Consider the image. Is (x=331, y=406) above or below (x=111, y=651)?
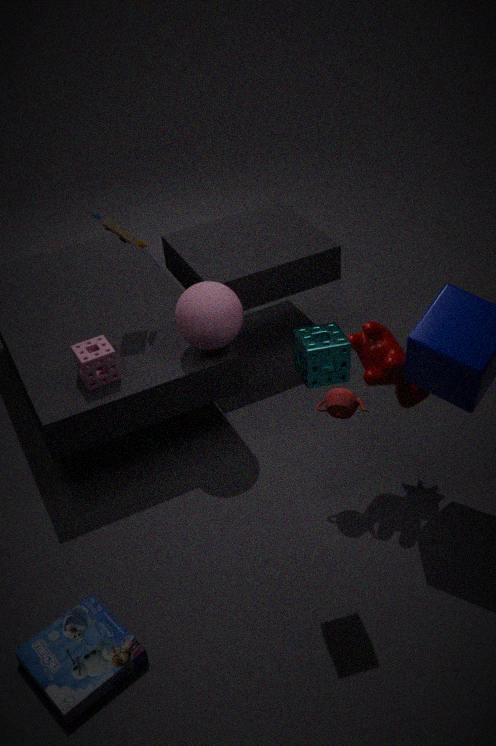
above
